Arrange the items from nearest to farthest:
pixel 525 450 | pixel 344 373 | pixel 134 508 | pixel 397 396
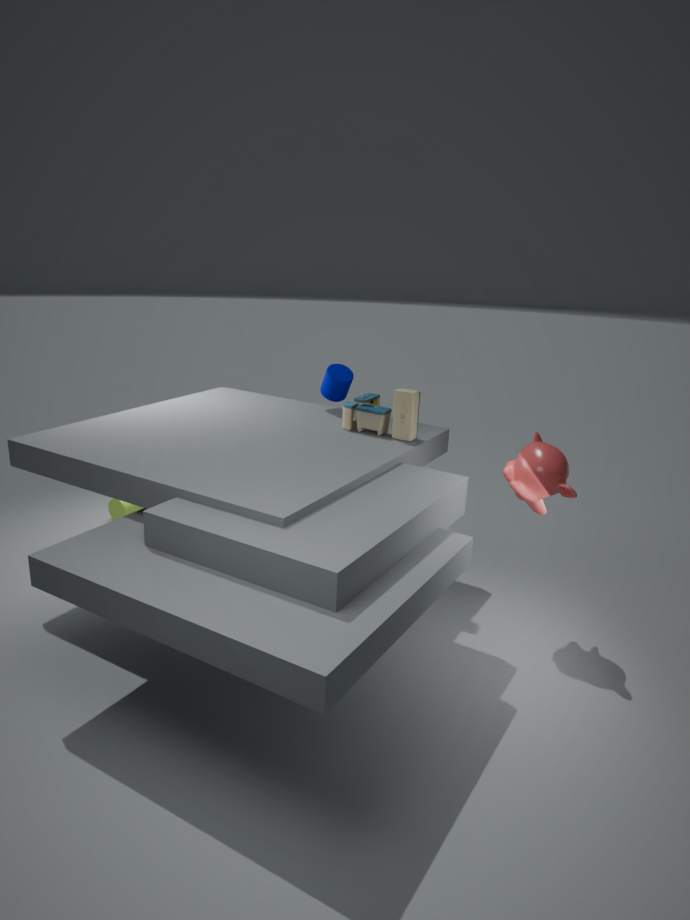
pixel 525 450, pixel 397 396, pixel 344 373, pixel 134 508
